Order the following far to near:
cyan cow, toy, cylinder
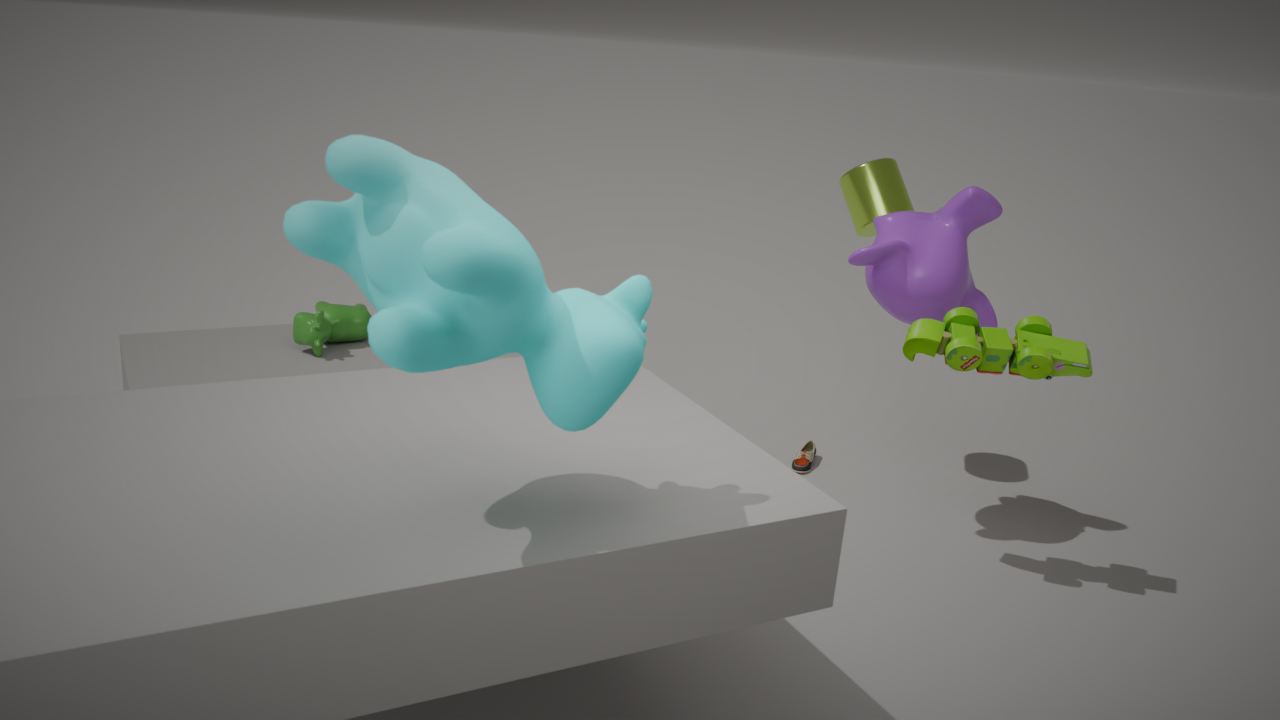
cylinder
toy
cyan cow
